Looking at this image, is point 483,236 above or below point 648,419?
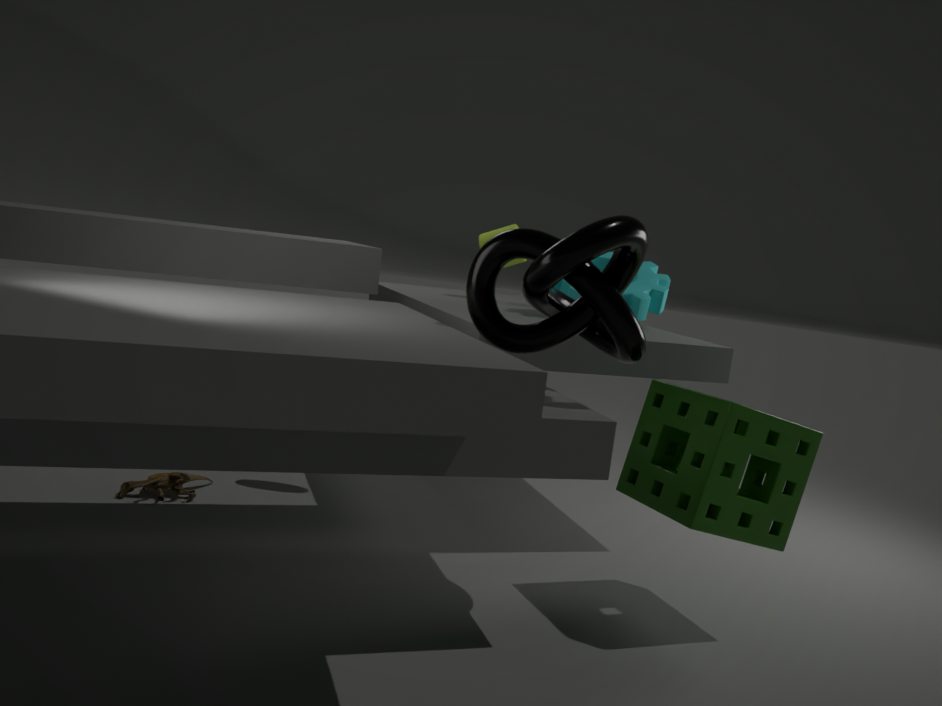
above
